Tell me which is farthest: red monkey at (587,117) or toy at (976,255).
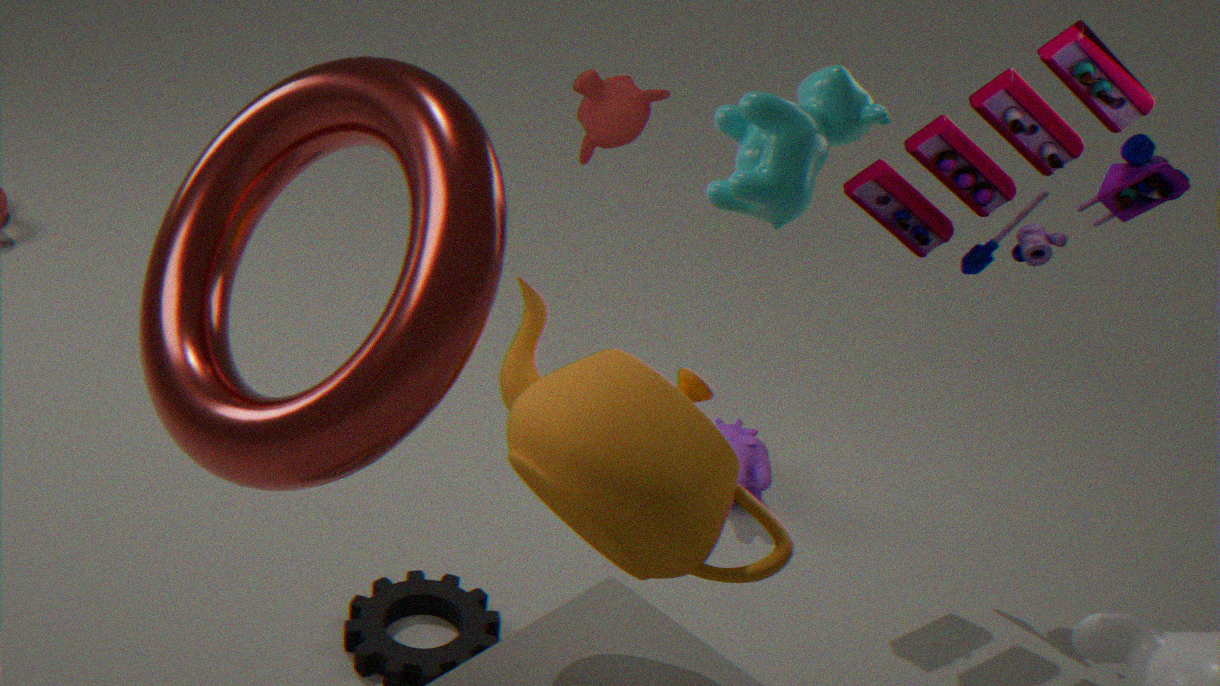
red monkey at (587,117)
